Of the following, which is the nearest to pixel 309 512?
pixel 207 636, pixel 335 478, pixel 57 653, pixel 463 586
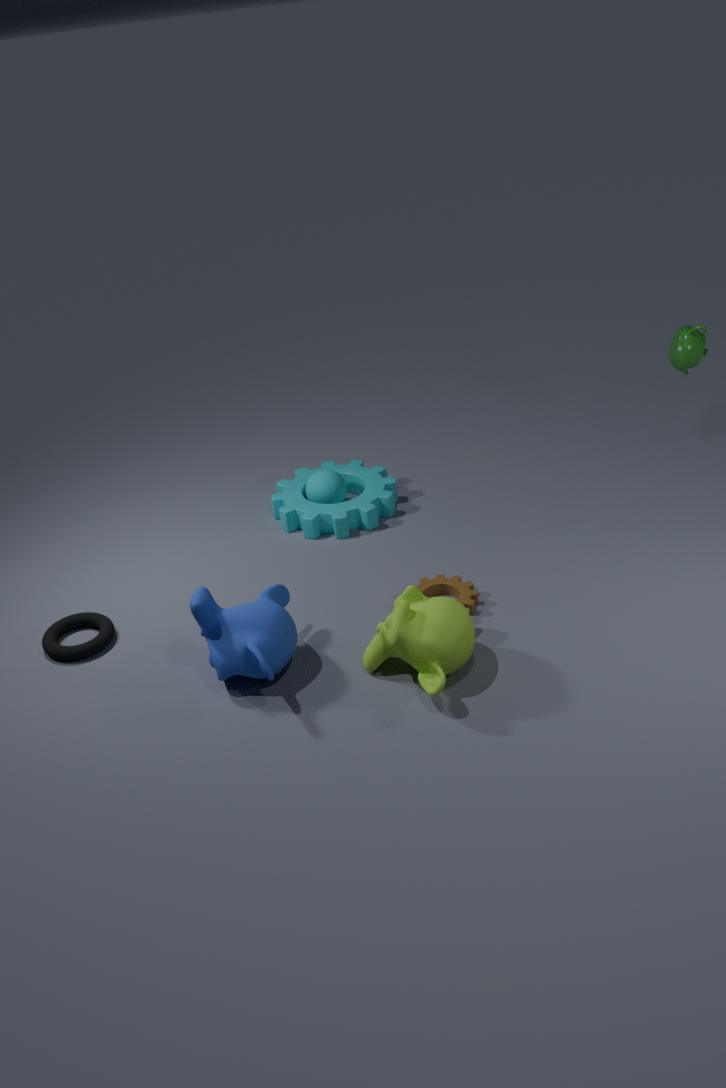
pixel 335 478
